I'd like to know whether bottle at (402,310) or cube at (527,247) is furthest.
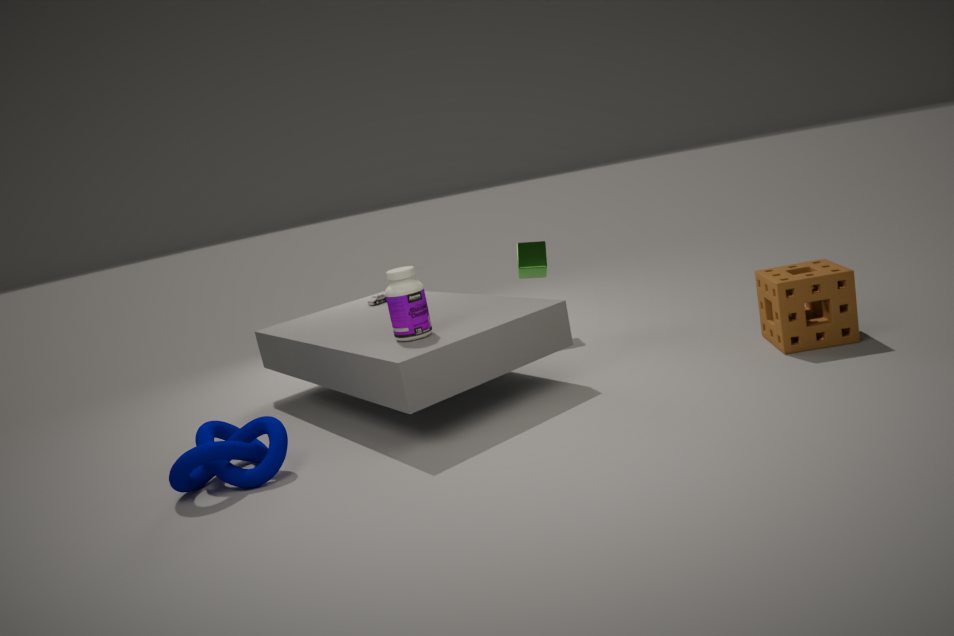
cube at (527,247)
